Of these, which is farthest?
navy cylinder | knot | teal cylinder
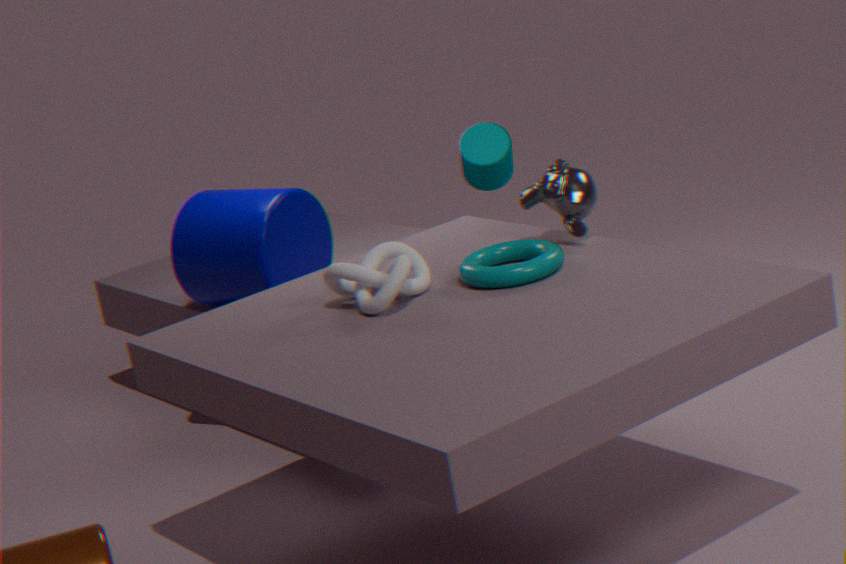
teal cylinder
